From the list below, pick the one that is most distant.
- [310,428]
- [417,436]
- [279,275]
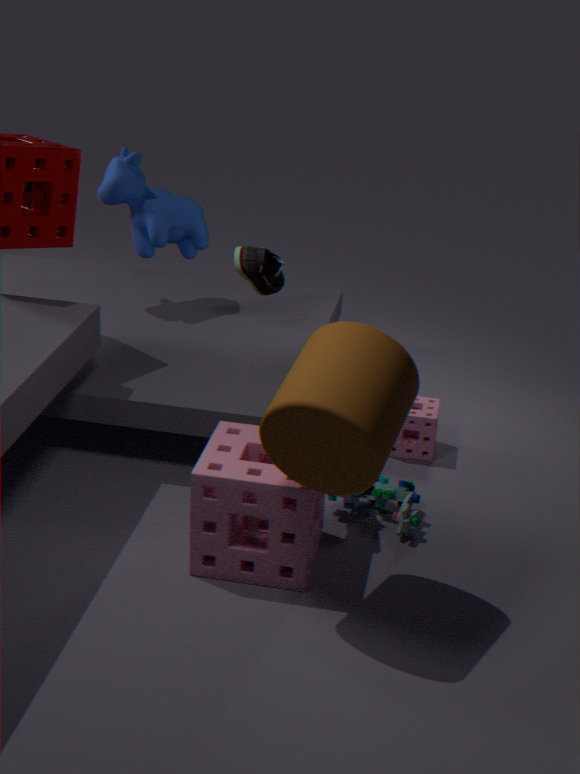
[417,436]
